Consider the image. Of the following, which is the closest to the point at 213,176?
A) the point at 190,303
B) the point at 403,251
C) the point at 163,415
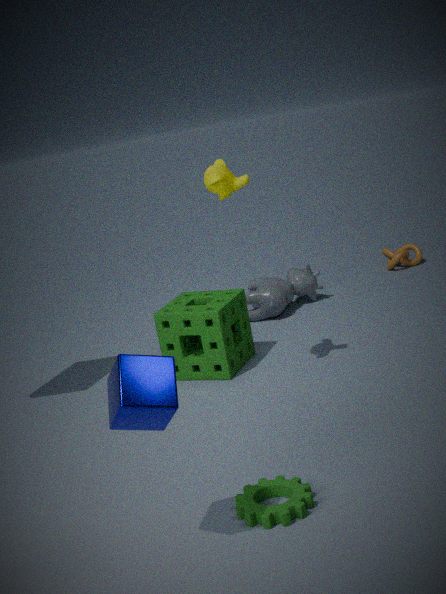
the point at 190,303
